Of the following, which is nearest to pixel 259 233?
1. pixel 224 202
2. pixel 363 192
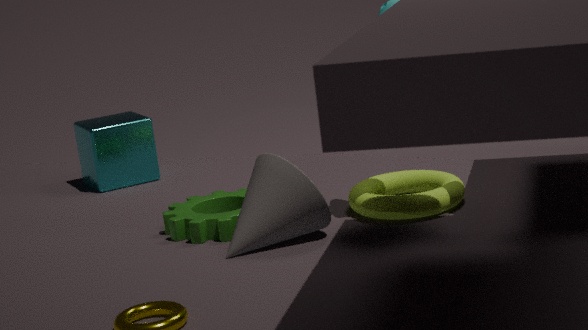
pixel 224 202
